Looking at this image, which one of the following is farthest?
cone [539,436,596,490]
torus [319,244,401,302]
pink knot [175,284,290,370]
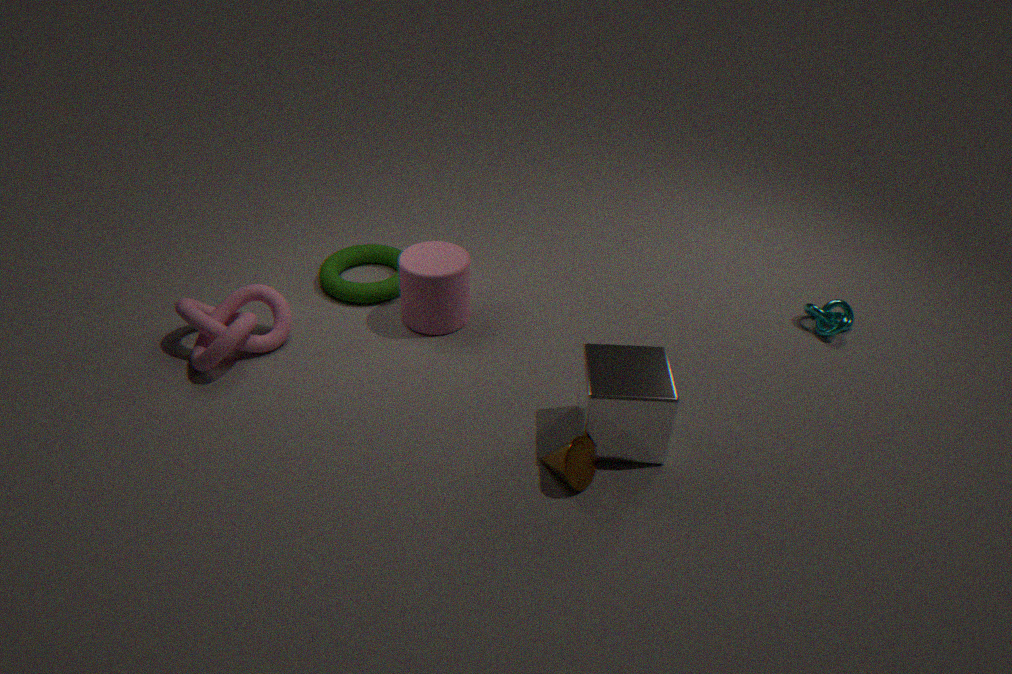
torus [319,244,401,302]
